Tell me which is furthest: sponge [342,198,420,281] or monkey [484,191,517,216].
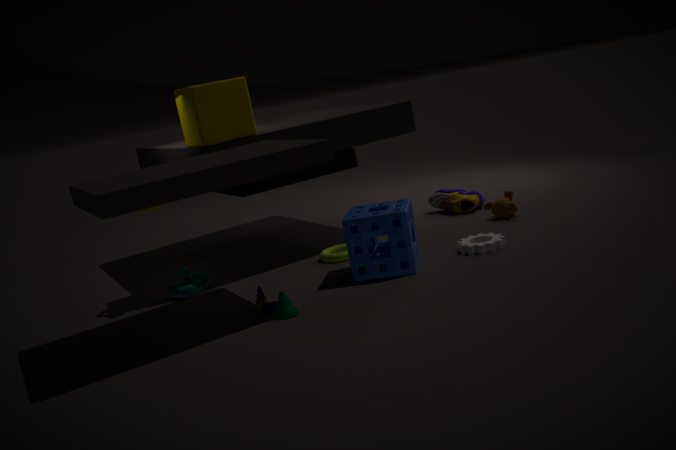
monkey [484,191,517,216]
